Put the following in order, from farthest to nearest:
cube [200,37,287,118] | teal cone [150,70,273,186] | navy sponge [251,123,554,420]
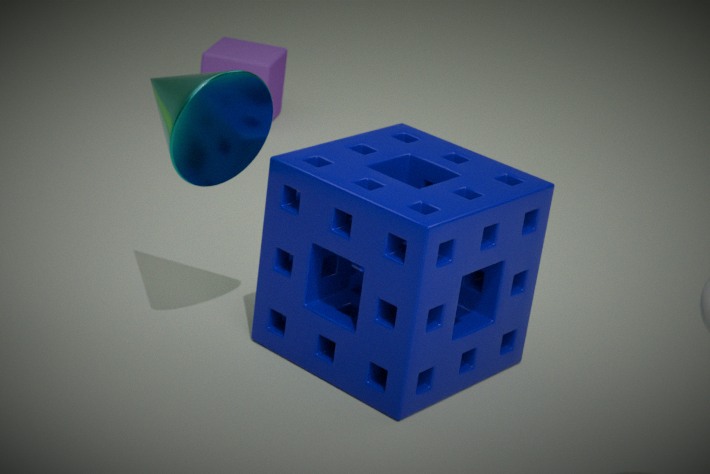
cube [200,37,287,118], navy sponge [251,123,554,420], teal cone [150,70,273,186]
